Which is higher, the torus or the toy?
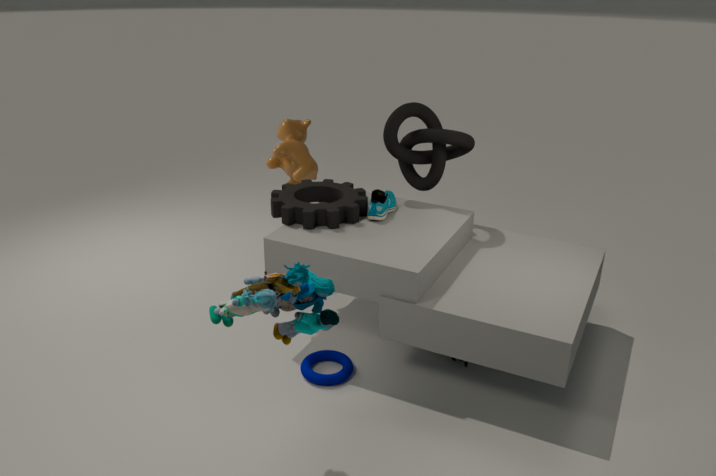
the toy
